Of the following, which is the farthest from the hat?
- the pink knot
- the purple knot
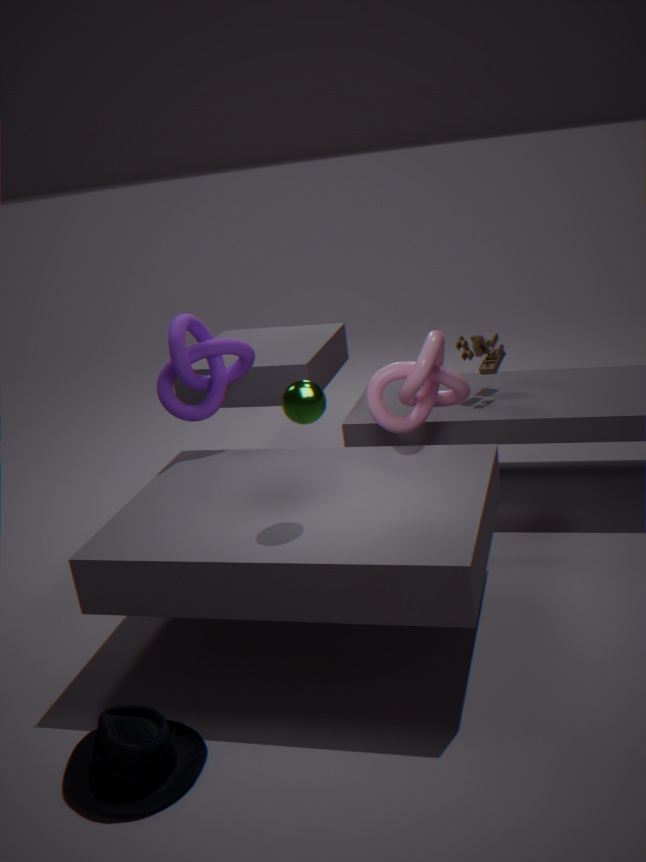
the pink knot
